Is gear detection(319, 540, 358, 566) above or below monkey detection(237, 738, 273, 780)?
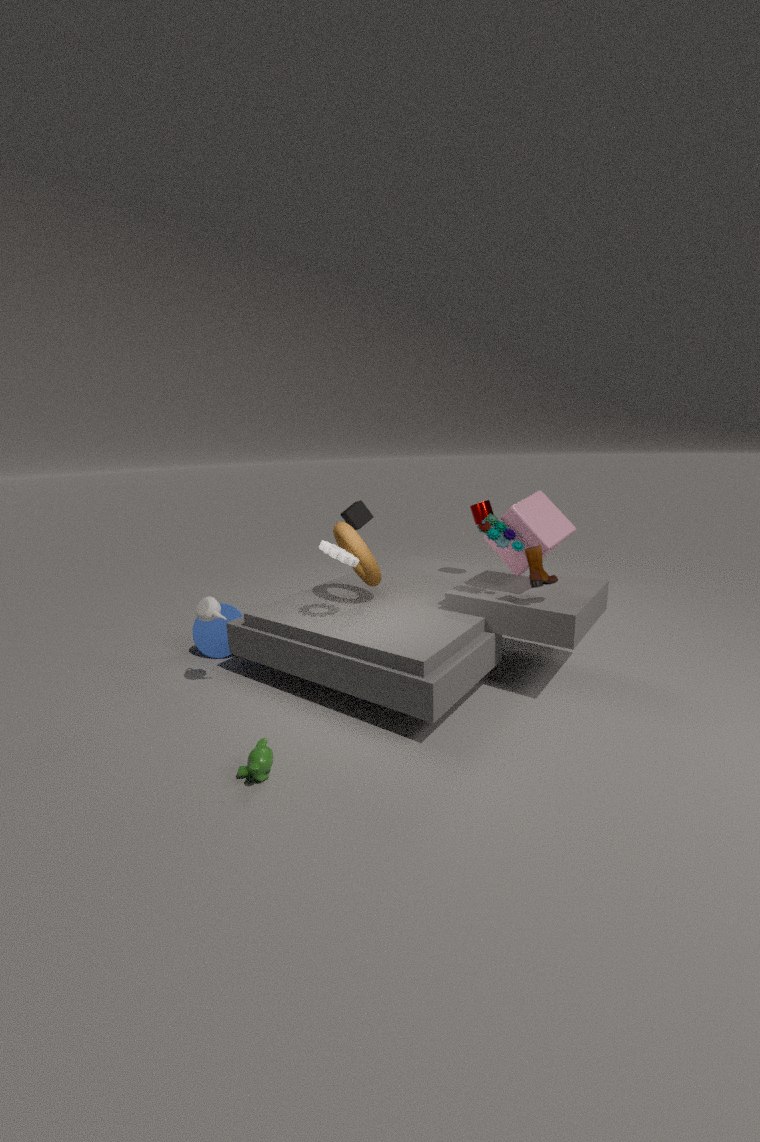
above
